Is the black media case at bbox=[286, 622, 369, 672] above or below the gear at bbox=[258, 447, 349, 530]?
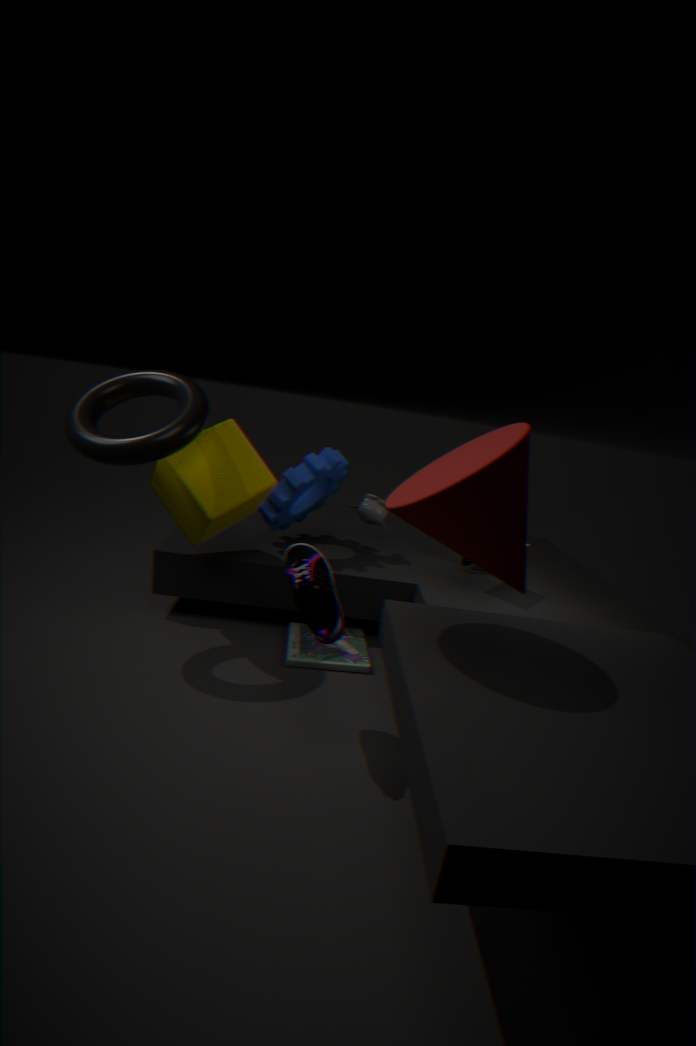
below
